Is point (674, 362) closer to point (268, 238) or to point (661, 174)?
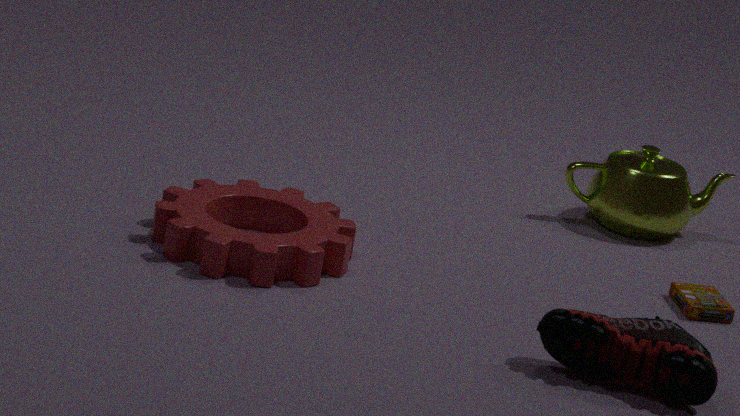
point (268, 238)
